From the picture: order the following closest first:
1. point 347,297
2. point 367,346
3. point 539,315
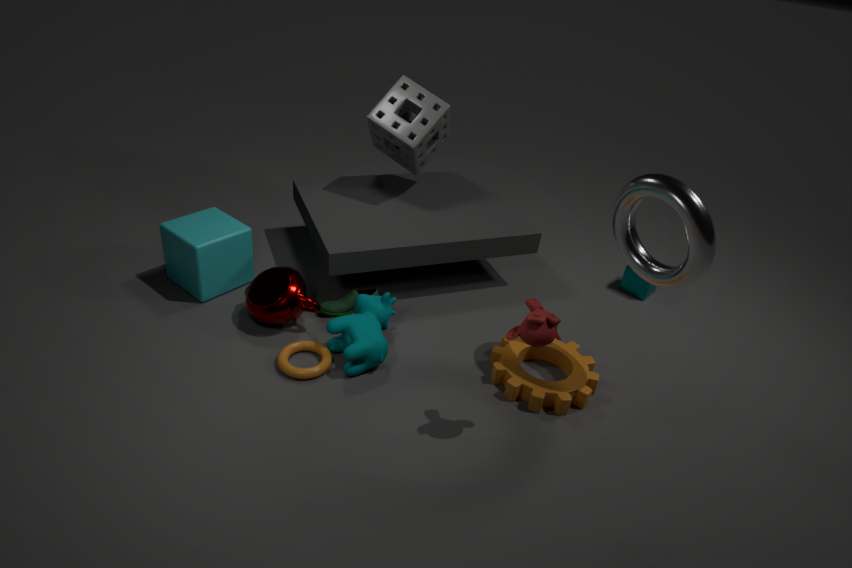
point 539,315, point 367,346, point 347,297
